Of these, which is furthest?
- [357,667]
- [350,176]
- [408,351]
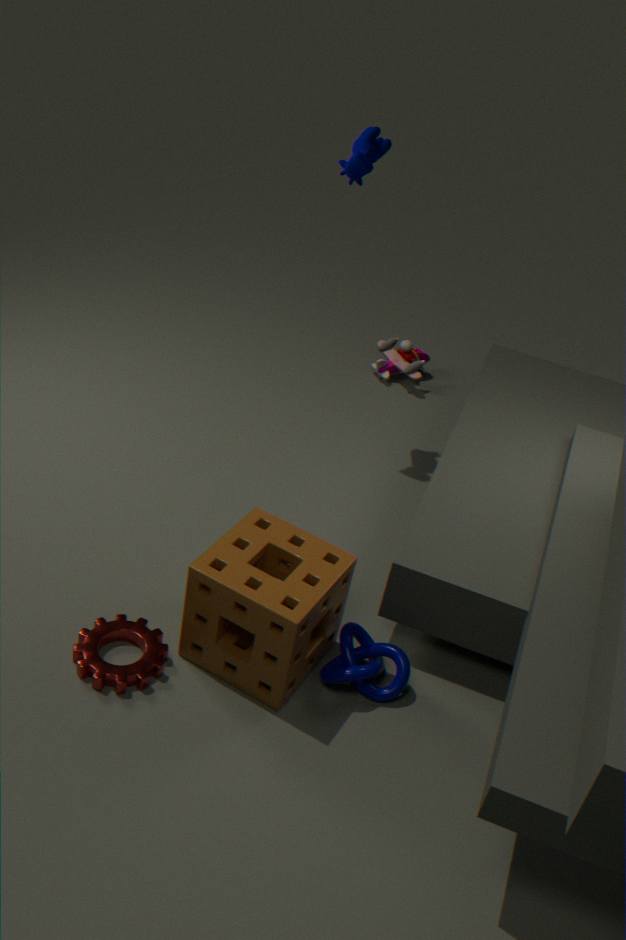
[408,351]
